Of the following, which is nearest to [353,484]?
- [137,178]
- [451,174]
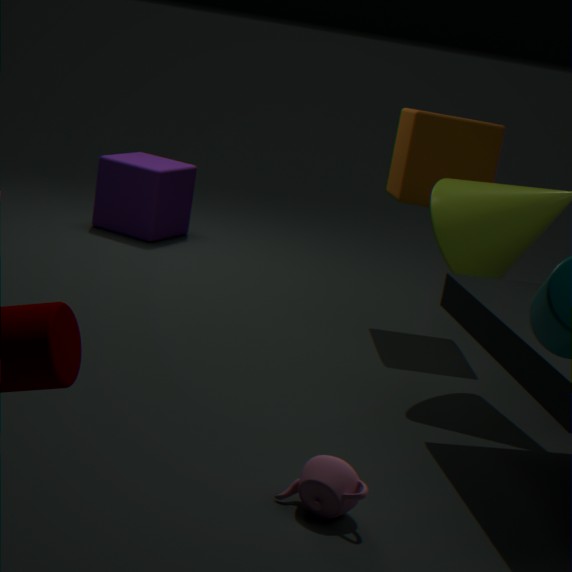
[451,174]
